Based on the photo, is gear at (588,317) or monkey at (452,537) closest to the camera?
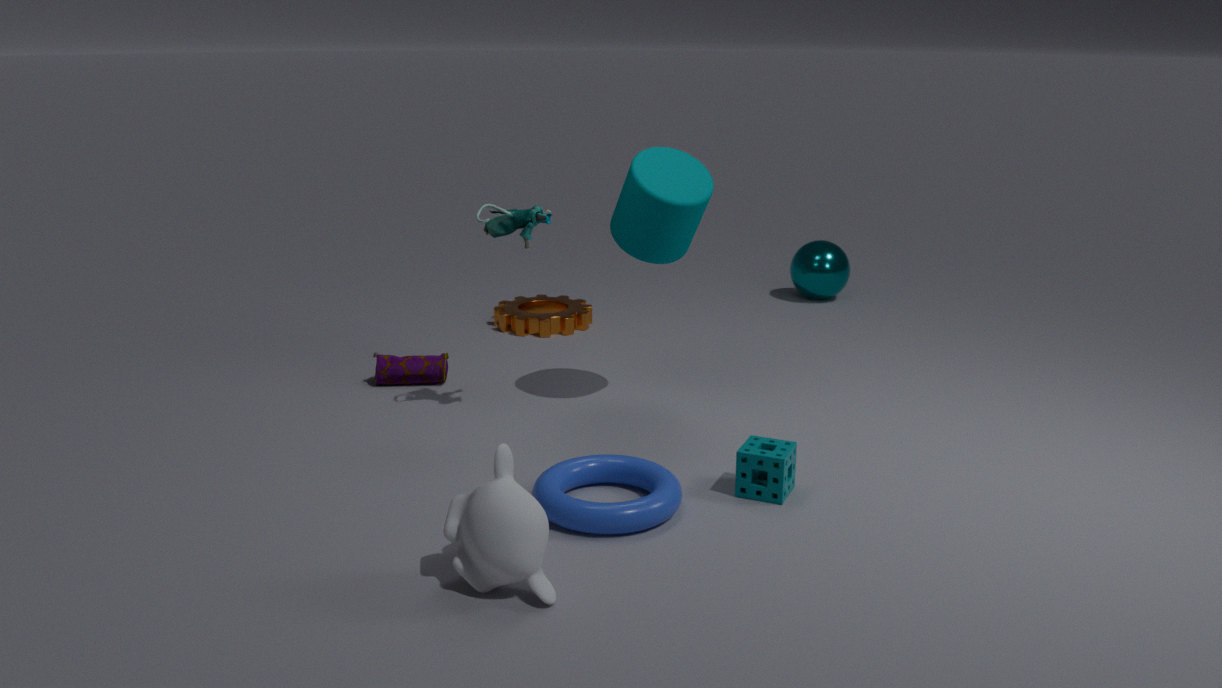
monkey at (452,537)
